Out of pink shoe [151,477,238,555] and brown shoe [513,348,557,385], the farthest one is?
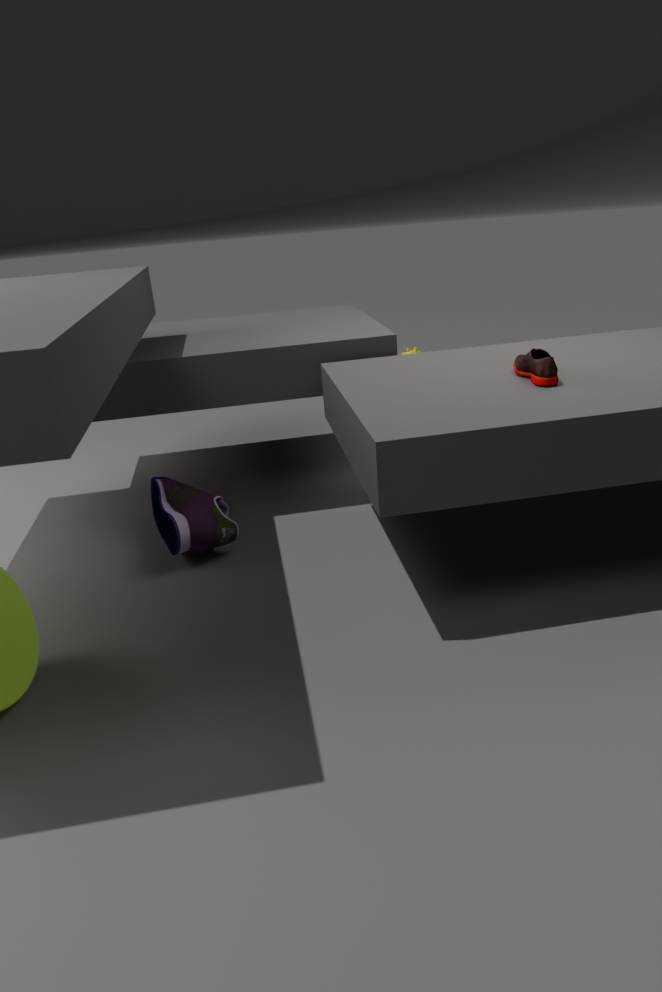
pink shoe [151,477,238,555]
